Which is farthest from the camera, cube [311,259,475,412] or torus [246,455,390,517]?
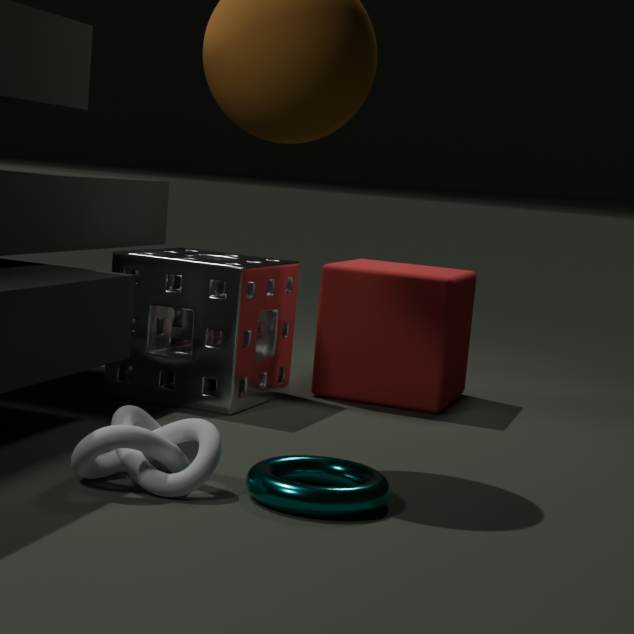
cube [311,259,475,412]
